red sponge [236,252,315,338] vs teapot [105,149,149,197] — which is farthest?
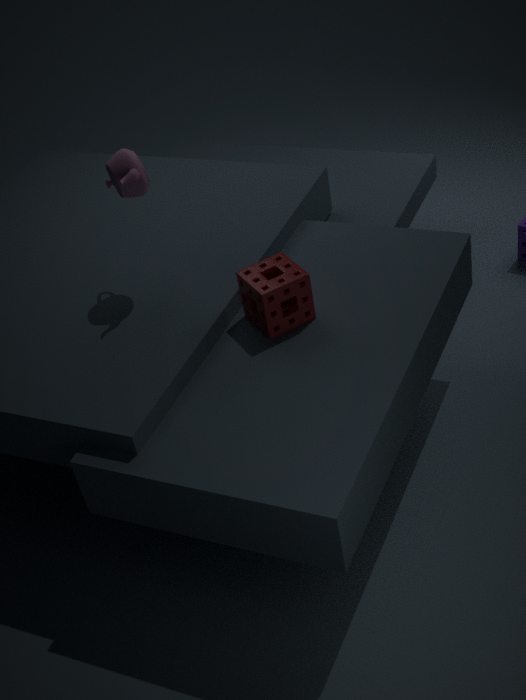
teapot [105,149,149,197]
